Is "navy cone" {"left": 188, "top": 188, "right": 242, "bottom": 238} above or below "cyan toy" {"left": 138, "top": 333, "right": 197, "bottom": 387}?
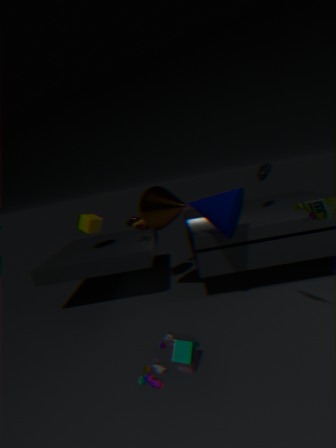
above
